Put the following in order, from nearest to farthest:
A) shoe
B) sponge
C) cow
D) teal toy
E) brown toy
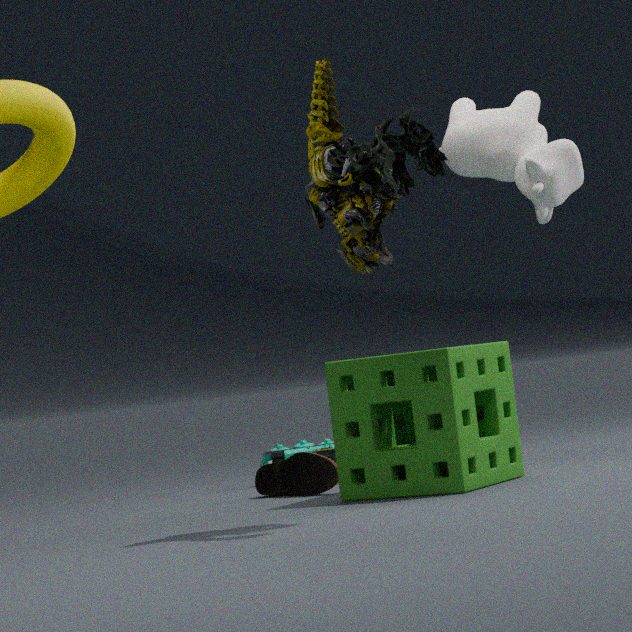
brown toy < sponge < shoe < cow < teal toy
